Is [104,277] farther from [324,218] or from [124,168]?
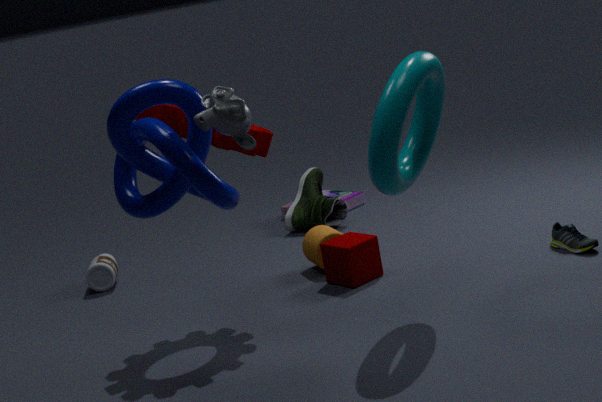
[124,168]
